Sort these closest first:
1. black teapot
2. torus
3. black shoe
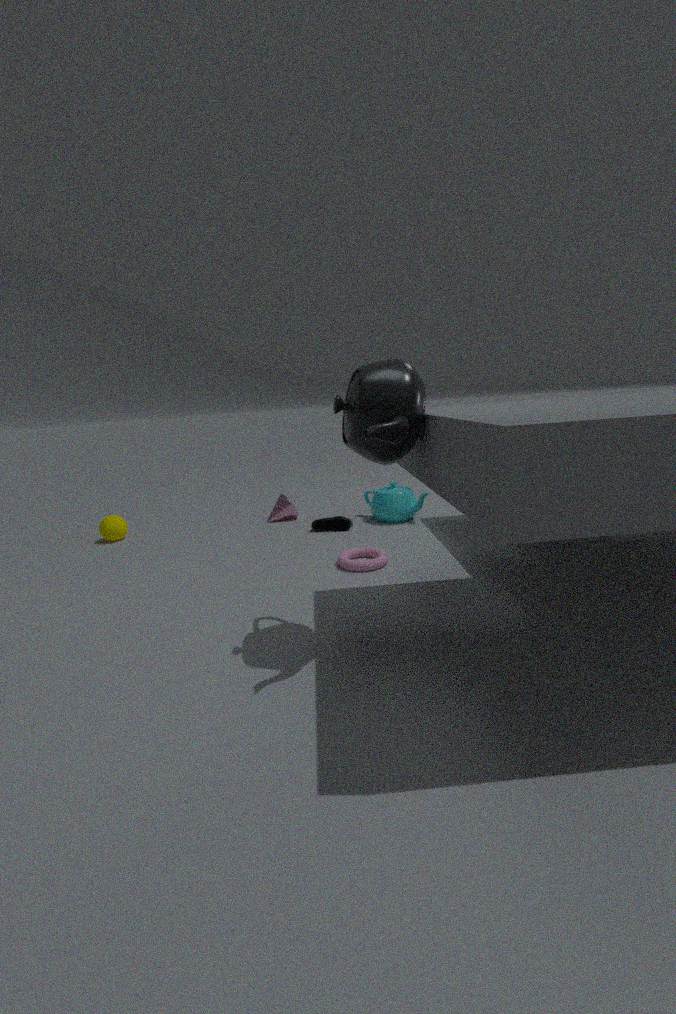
black teapot < torus < black shoe
